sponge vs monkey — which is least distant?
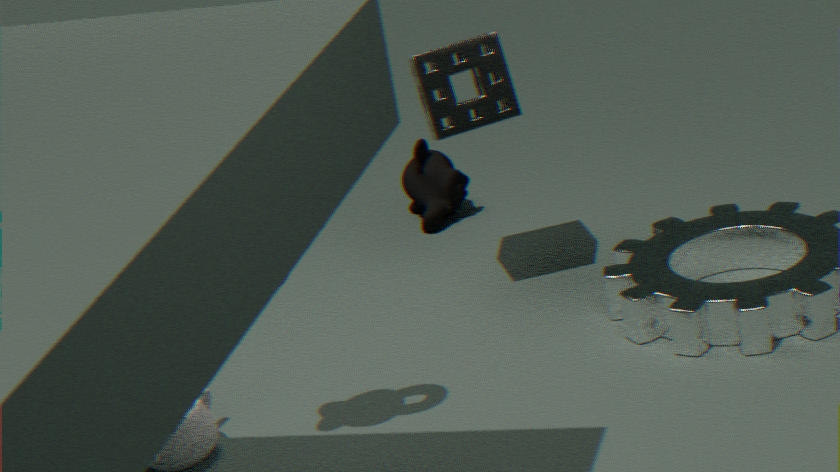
sponge
